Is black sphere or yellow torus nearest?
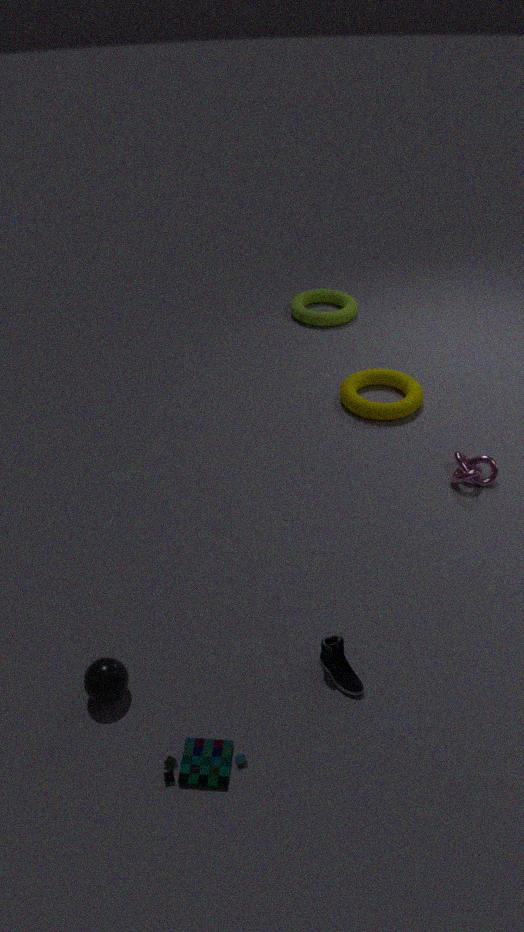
black sphere
